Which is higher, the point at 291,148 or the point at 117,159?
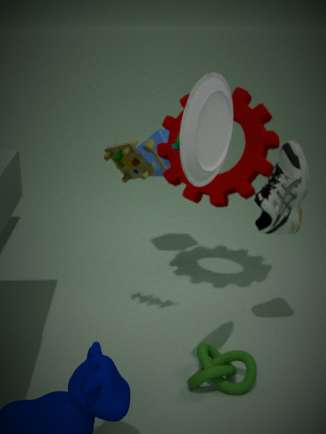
the point at 117,159
